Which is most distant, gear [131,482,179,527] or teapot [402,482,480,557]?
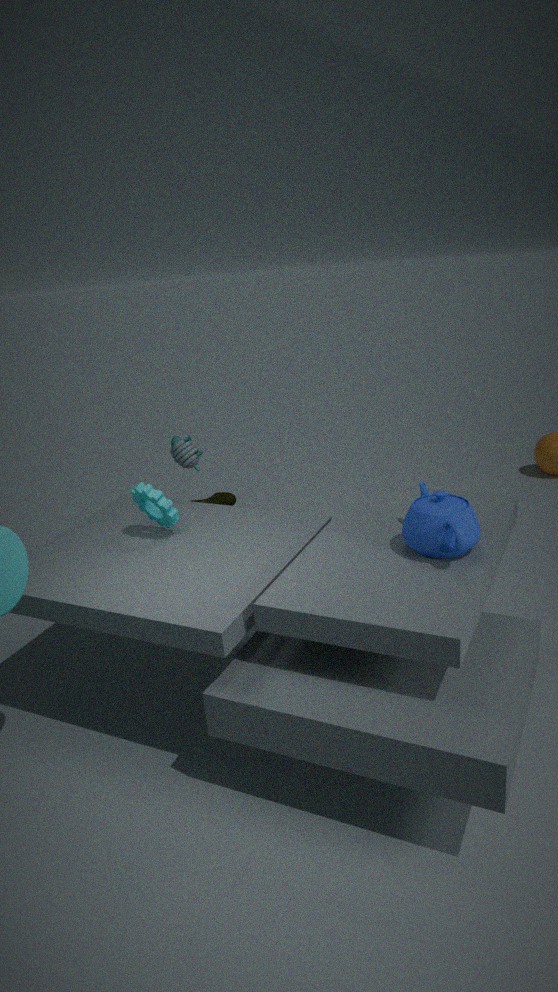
gear [131,482,179,527]
